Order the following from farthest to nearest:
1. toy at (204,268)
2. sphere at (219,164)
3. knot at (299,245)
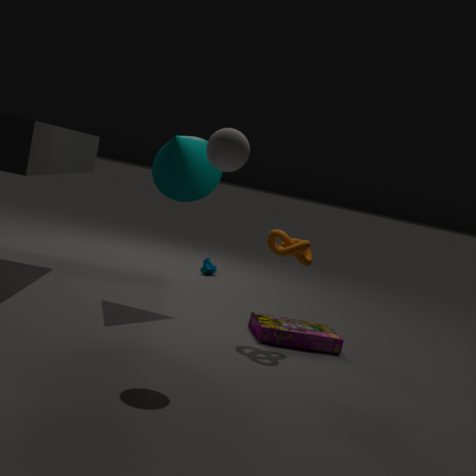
toy at (204,268) < knot at (299,245) < sphere at (219,164)
